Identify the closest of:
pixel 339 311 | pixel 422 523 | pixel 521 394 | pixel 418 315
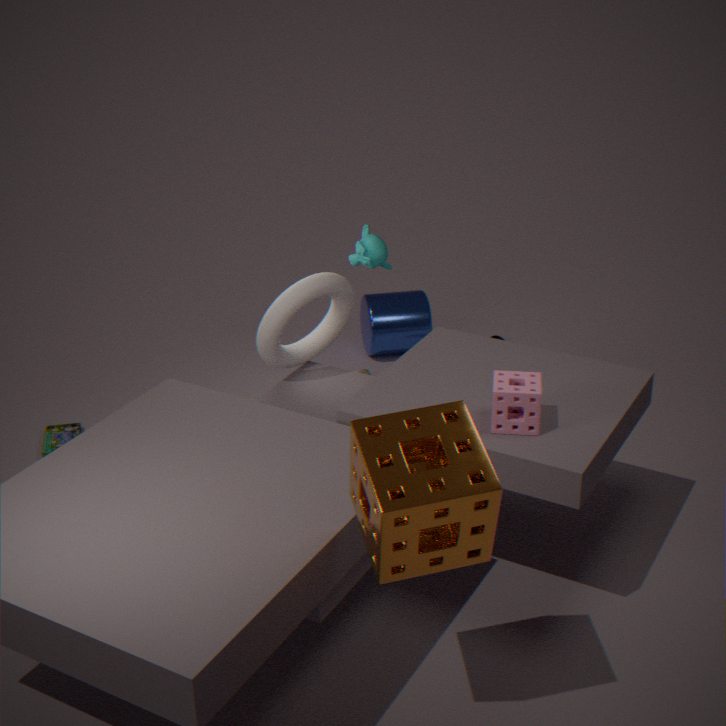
pixel 422 523
